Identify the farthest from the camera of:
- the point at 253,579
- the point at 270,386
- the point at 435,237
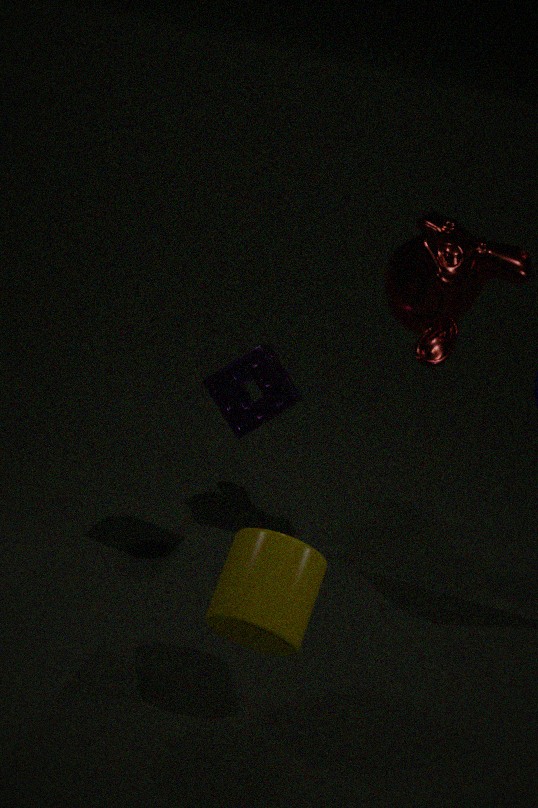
the point at 435,237
